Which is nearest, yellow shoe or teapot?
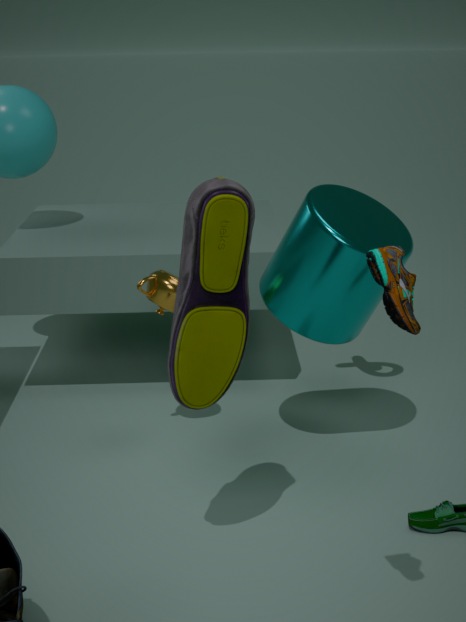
yellow shoe
